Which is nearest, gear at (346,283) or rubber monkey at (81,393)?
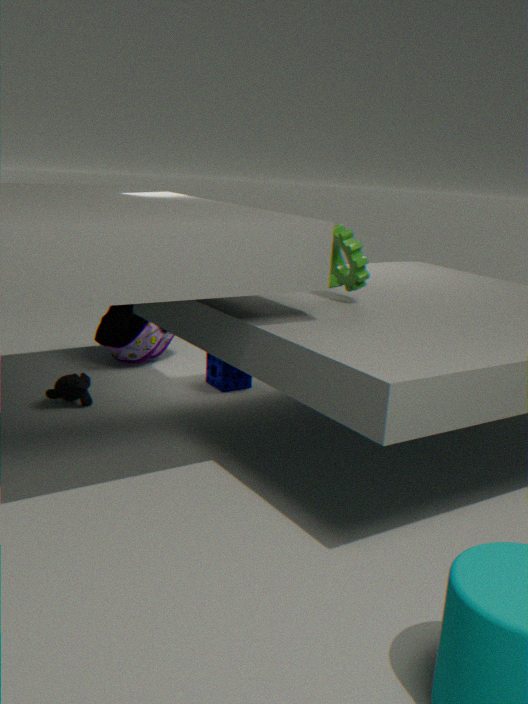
gear at (346,283)
